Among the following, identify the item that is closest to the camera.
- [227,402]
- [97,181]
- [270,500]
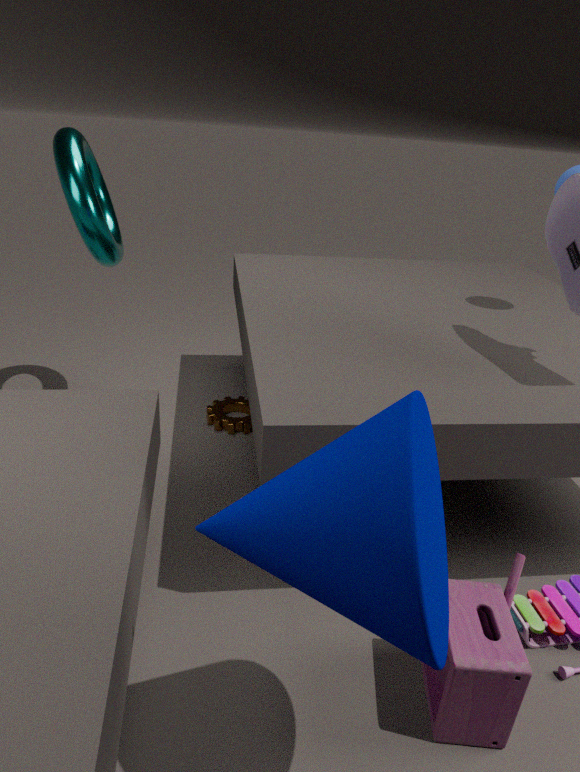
[270,500]
